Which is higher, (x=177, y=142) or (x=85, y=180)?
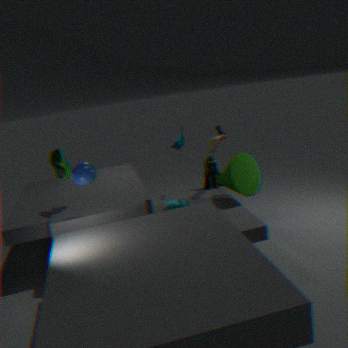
(x=85, y=180)
